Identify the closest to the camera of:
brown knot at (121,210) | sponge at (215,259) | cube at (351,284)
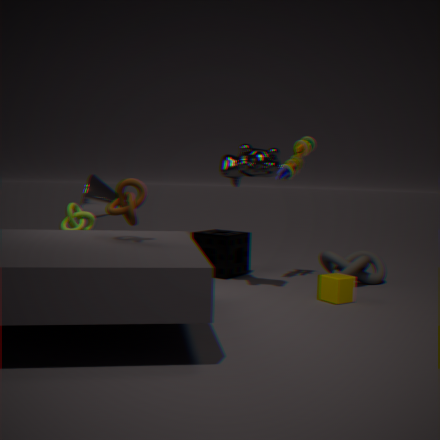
brown knot at (121,210)
